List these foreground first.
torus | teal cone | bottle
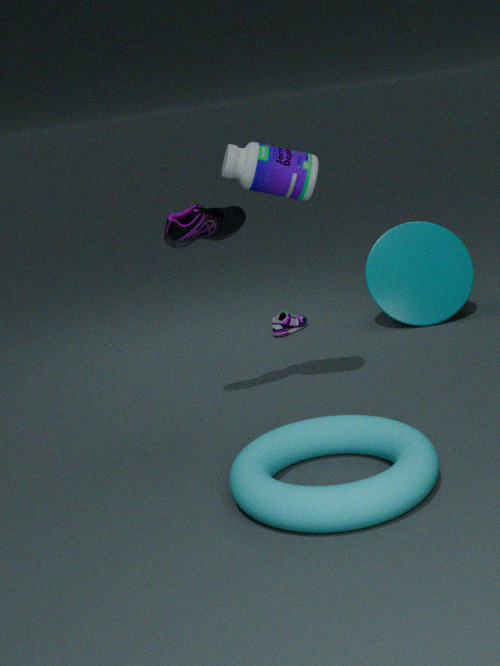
1. torus
2. bottle
3. teal cone
